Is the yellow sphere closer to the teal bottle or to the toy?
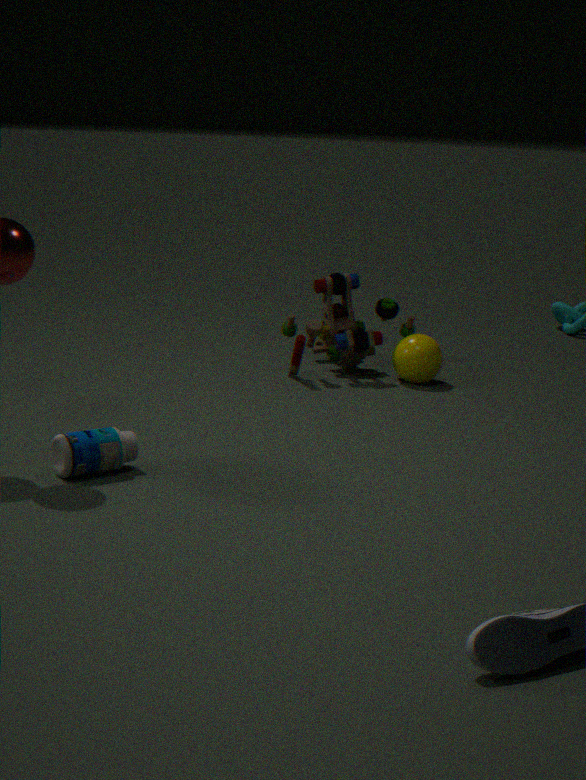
the toy
